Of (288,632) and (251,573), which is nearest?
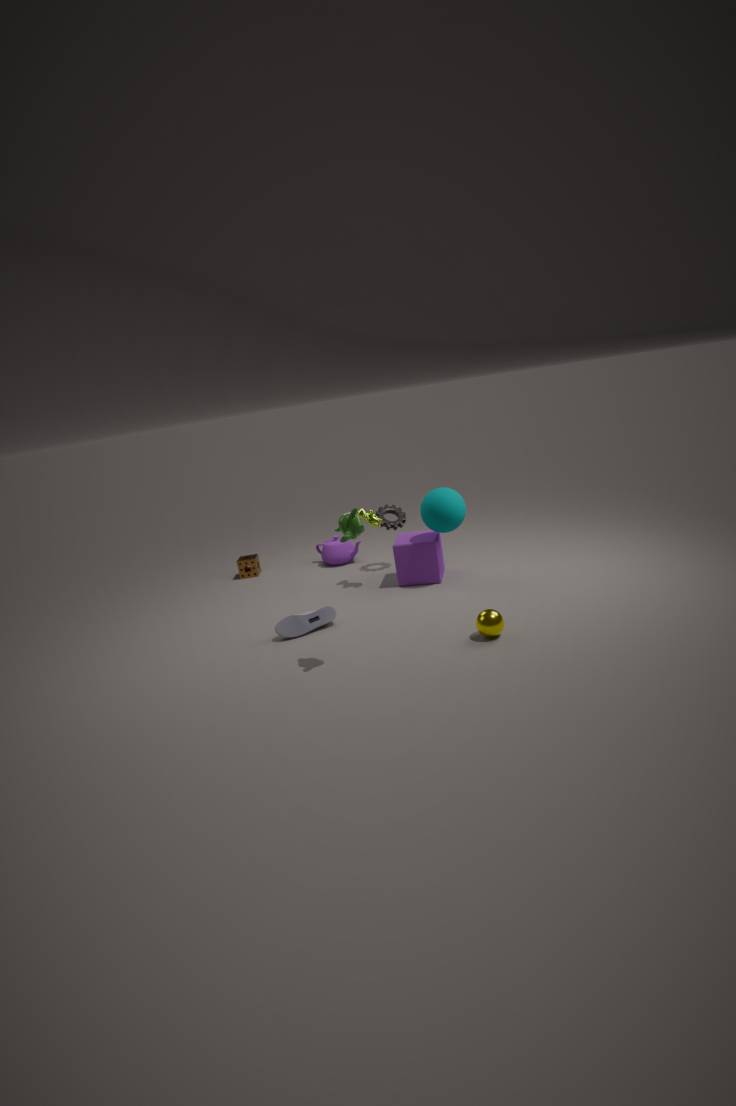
(288,632)
